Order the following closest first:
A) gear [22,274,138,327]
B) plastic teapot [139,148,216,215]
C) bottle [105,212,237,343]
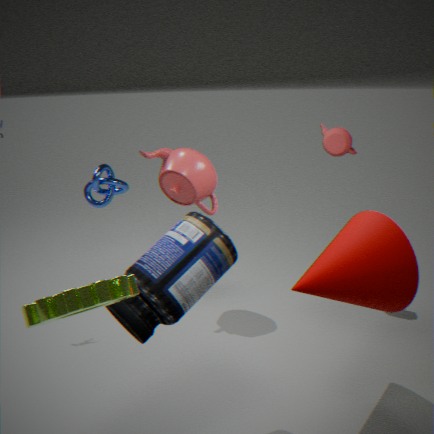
gear [22,274,138,327]
bottle [105,212,237,343]
plastic teapot [139,148,216,215]
